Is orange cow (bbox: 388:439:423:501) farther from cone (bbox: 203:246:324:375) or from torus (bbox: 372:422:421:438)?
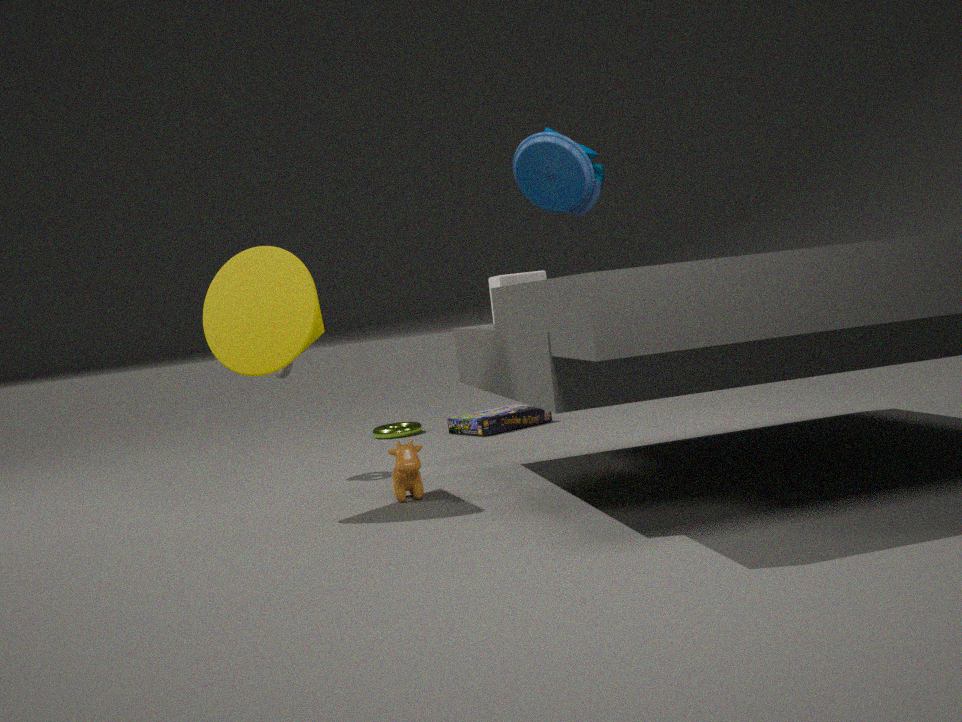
torus (bbox: 372:422:421:438)
